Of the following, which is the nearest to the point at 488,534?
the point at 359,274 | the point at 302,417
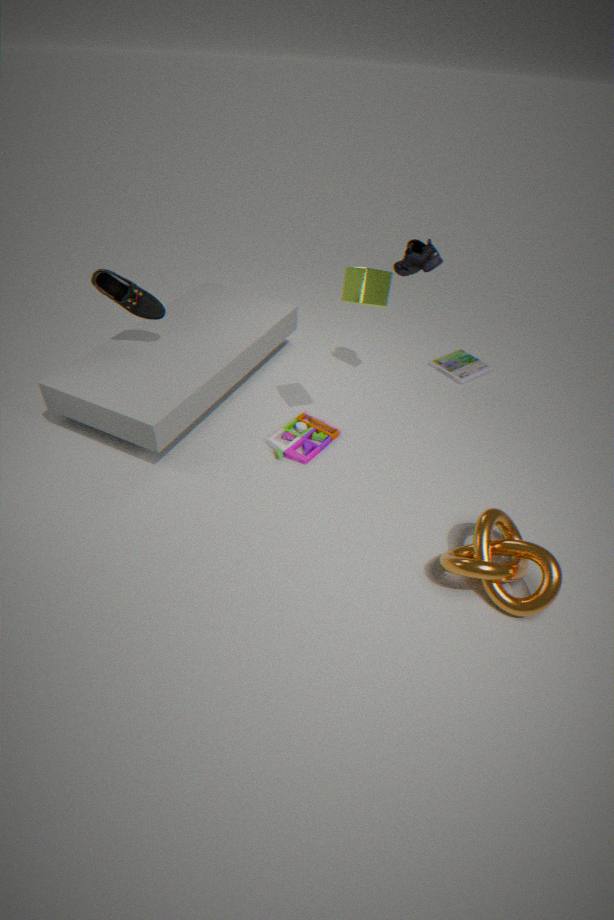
the point at 302,417
